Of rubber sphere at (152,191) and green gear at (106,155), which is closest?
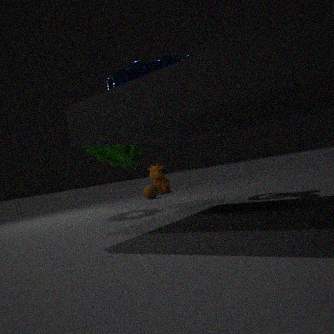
green gear at (106,155)
